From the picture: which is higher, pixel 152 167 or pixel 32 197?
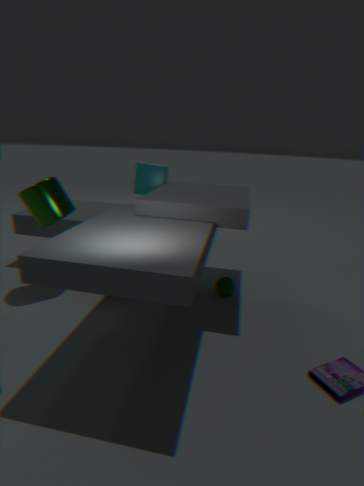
pixel 152 167
